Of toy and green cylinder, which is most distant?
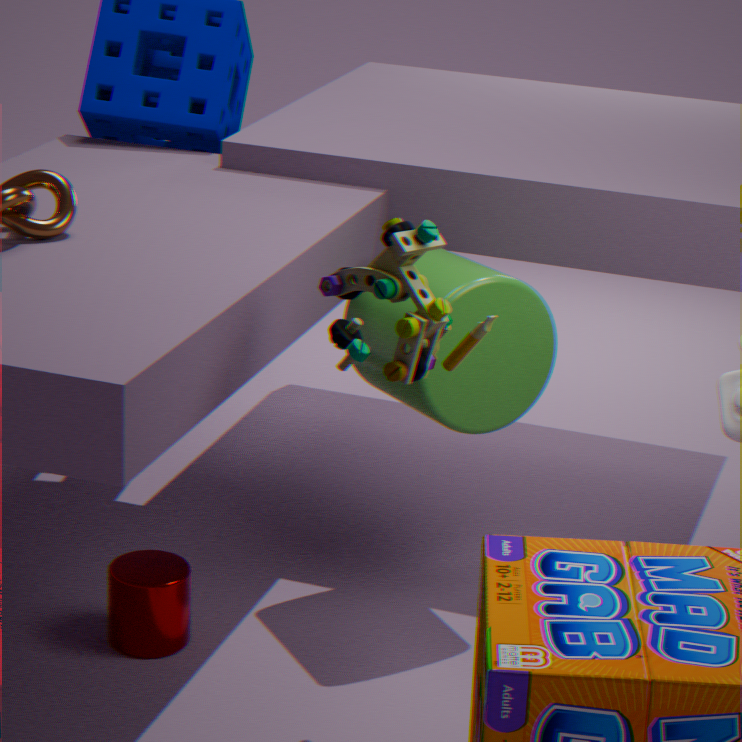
green cylinder
